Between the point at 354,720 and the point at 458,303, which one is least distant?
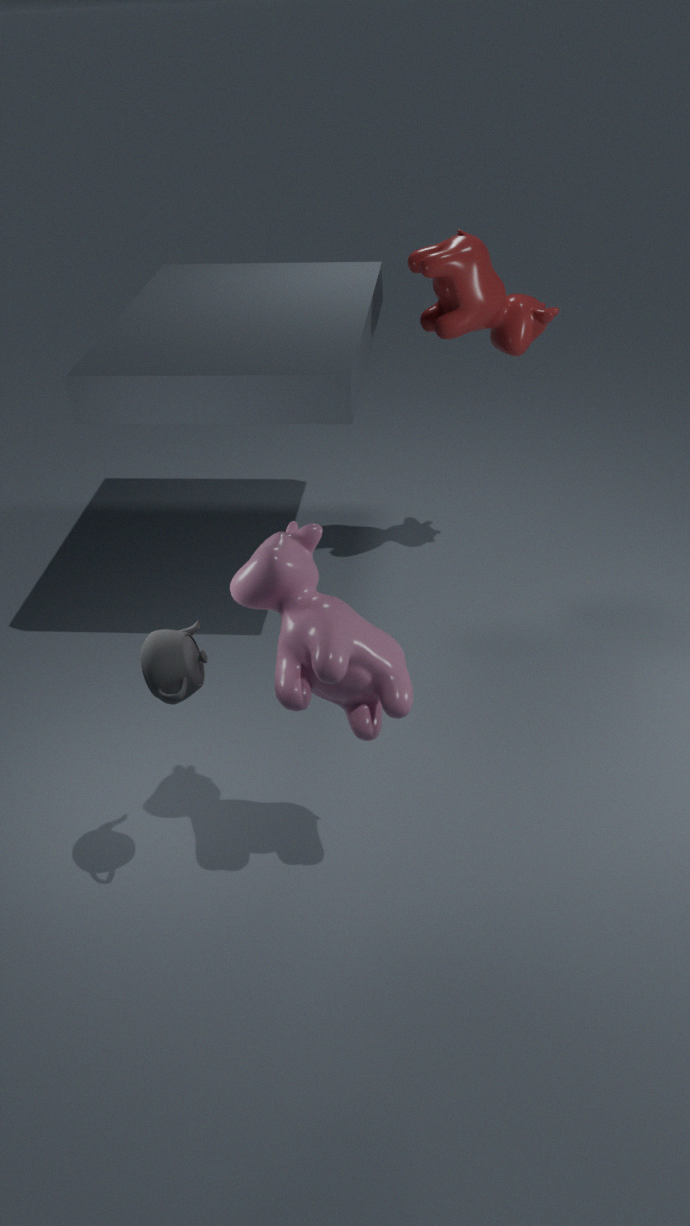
the point at 354,720
